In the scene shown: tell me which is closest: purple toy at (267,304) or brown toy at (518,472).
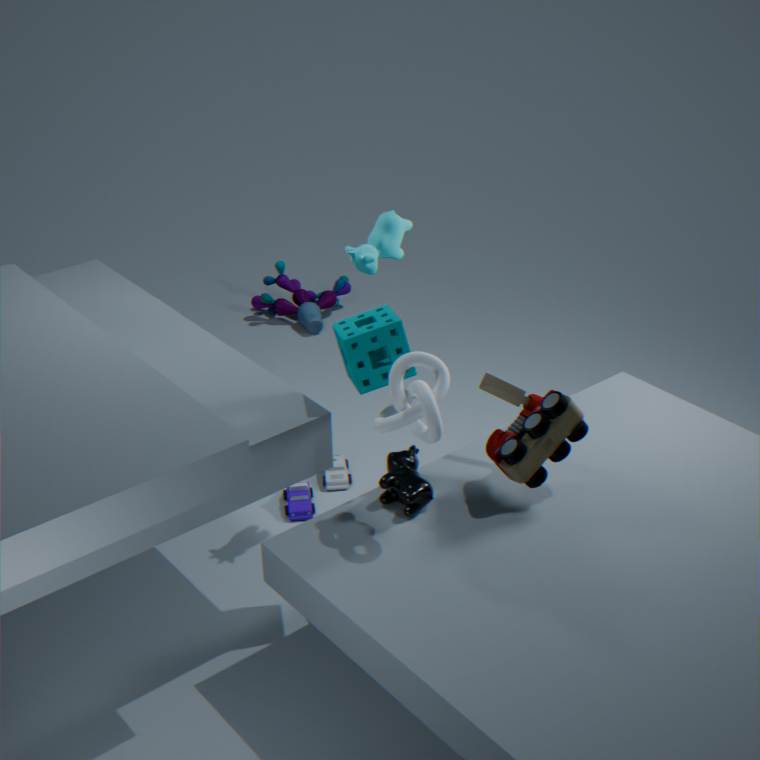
brown toy at (518,472)
